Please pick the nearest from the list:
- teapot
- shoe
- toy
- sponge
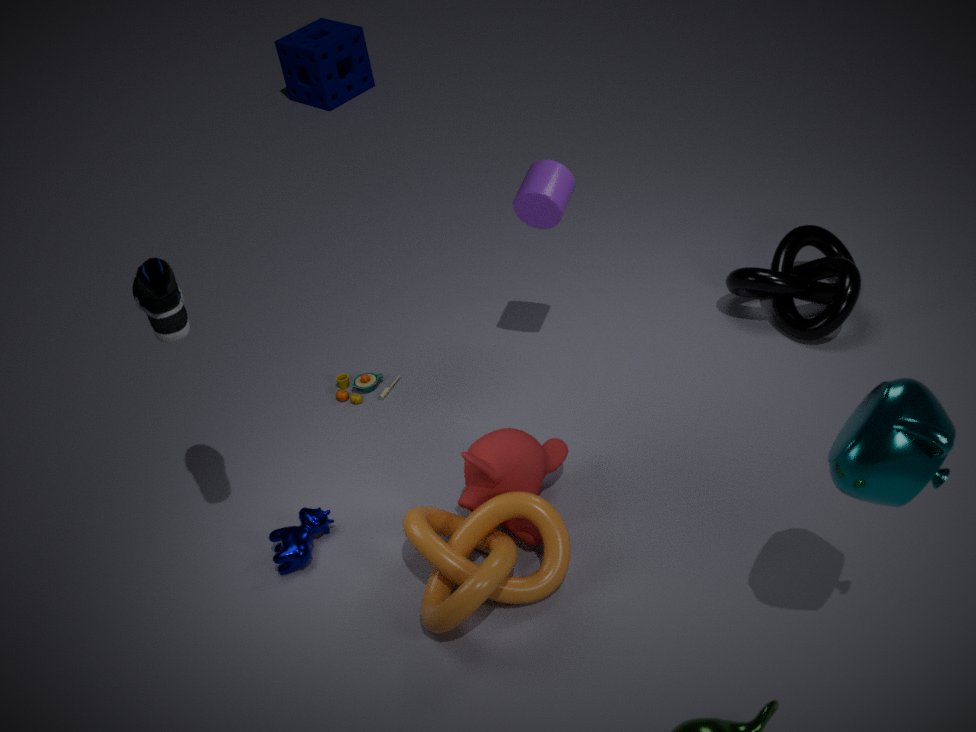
teapot
